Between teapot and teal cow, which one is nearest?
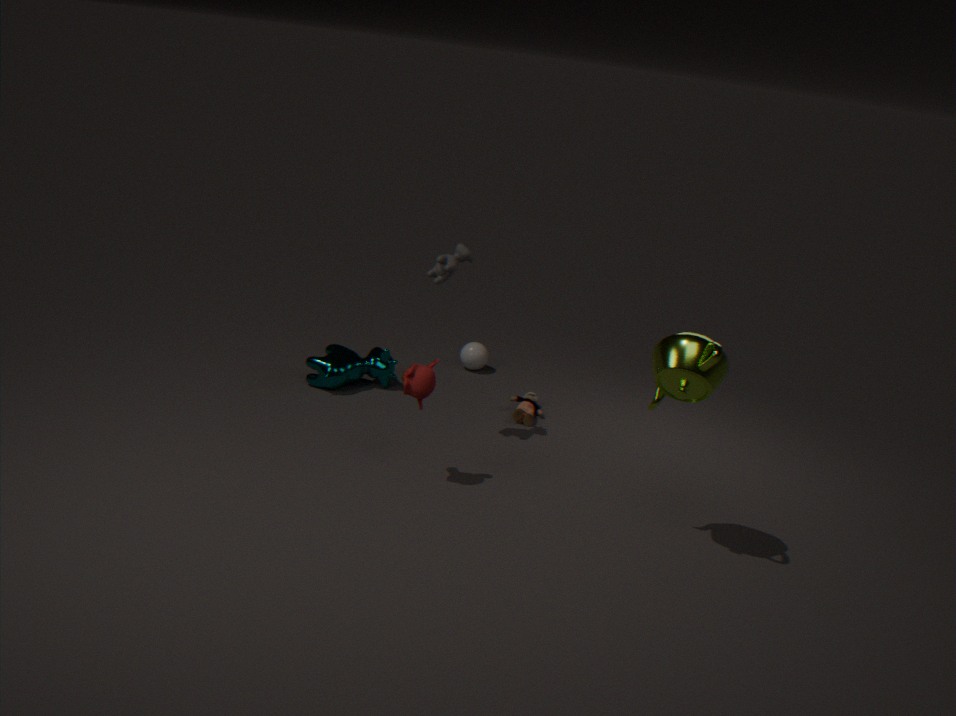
teapot
